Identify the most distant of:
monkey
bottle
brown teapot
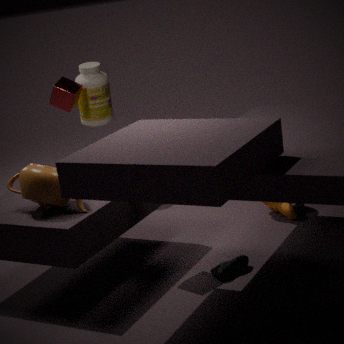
bottle
